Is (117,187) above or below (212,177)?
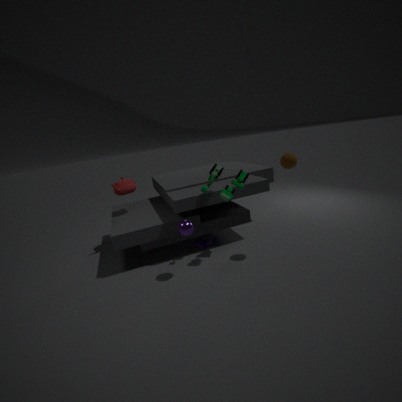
below
